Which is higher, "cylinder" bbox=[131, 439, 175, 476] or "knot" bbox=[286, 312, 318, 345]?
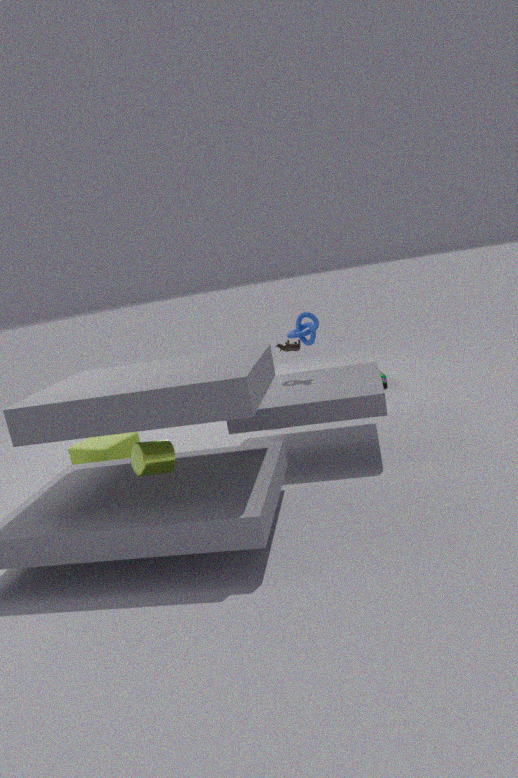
"knot" bbox=[286, 312, 318, 345]
